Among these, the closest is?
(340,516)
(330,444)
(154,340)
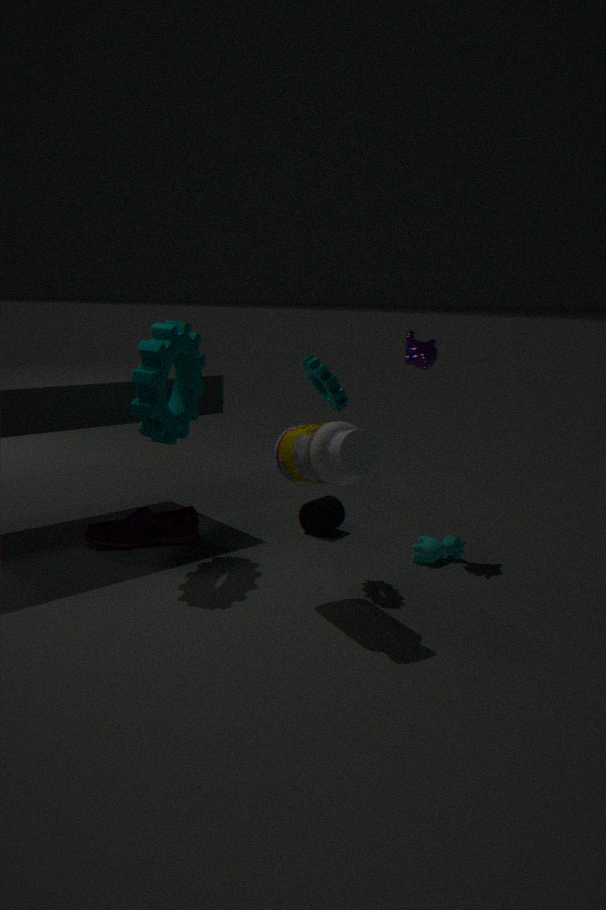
(330,444)
